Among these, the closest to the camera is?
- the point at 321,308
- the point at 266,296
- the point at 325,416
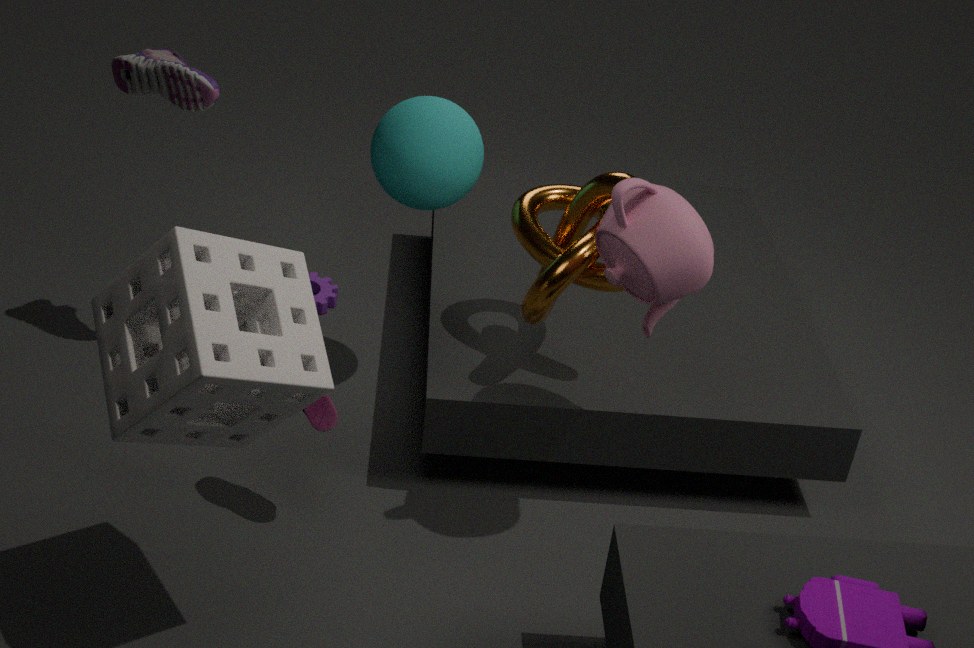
the point at 266,296
